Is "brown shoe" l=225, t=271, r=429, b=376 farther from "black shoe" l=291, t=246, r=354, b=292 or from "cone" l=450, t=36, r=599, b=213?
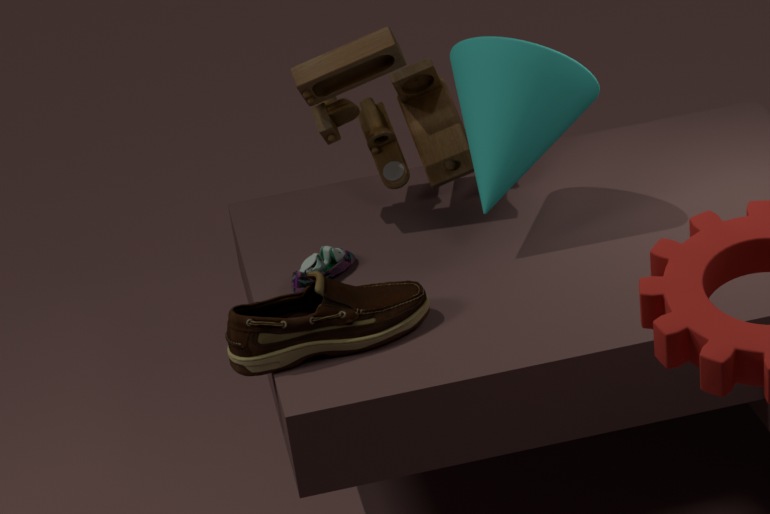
"cone" l=450, t=36, r=599, b=213
